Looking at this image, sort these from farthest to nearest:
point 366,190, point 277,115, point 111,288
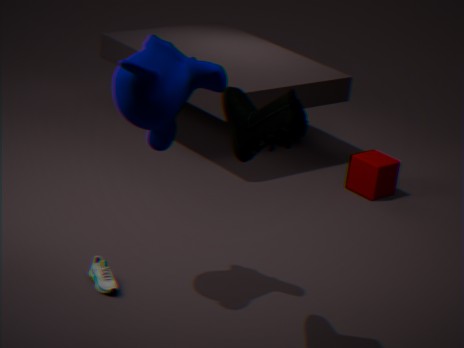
point 366,190 < point 111,288 < point 277,115
